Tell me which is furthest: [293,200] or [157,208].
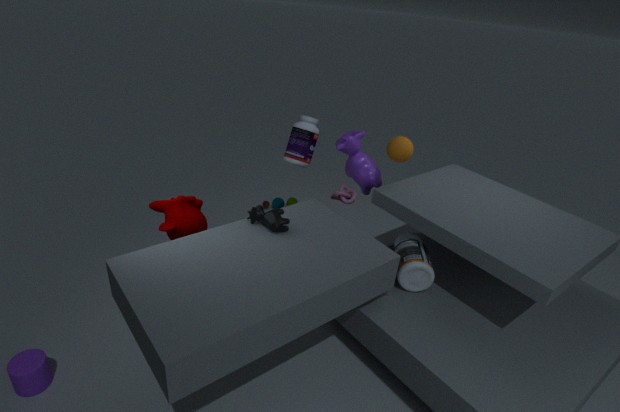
[293,200]
